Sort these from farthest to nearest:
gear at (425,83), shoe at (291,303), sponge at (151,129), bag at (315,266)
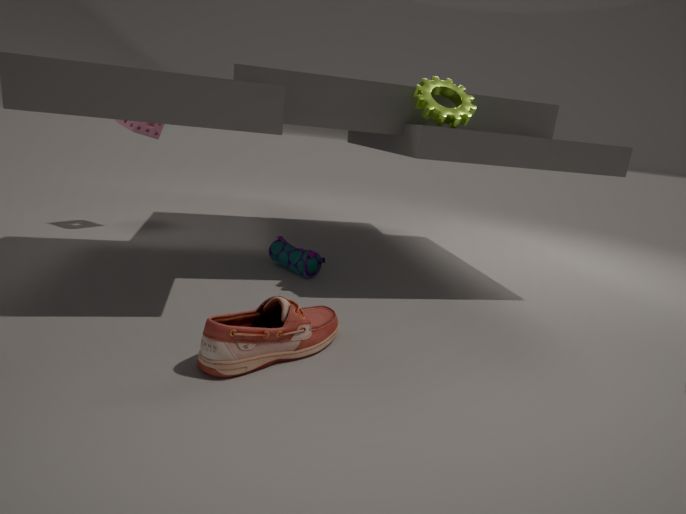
sponge at (151,129) → bag at (315,266) → gear at (425,83) → shoe at (291,303)
